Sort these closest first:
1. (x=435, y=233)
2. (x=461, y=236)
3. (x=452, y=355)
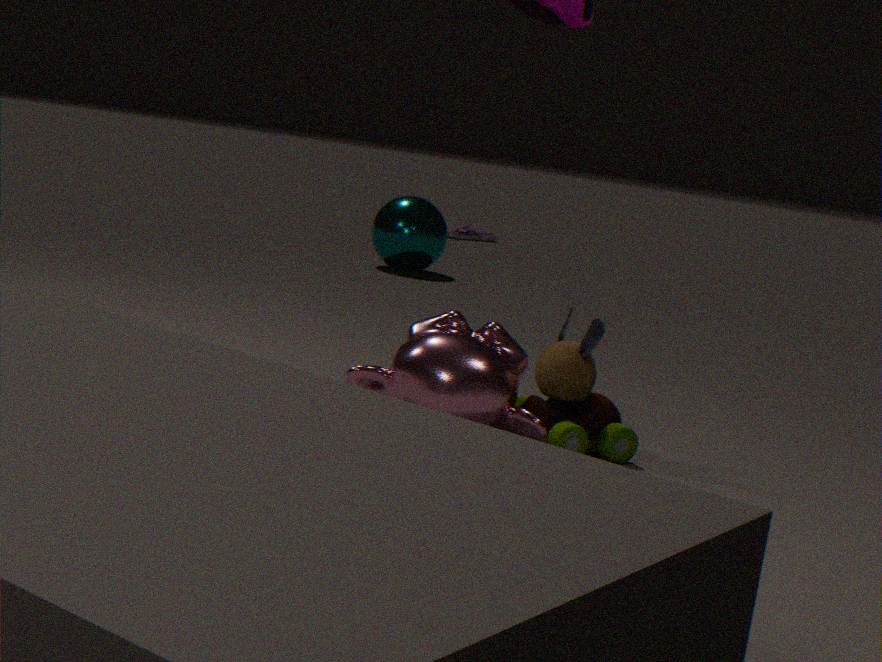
(x=452, y=355)
(x=435, y=233)
(x=461, y=236)
